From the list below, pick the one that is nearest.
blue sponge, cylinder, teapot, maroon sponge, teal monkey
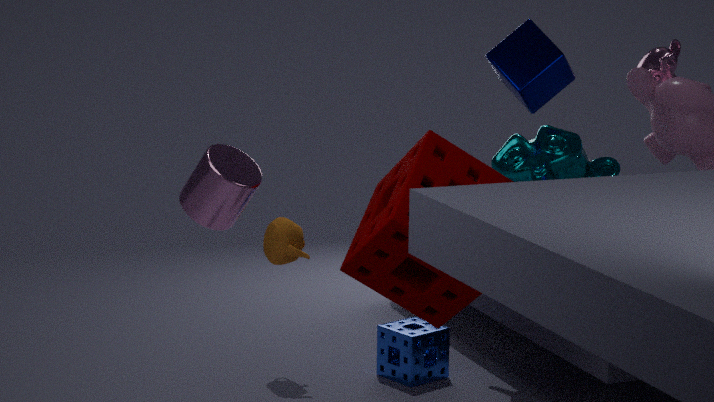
cylinder
